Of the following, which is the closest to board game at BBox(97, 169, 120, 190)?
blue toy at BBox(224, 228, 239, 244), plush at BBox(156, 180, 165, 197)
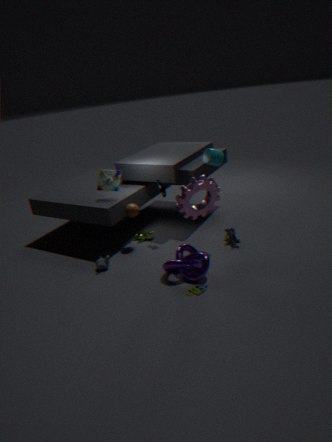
plush at BBox(156, 180, 165, 197)
